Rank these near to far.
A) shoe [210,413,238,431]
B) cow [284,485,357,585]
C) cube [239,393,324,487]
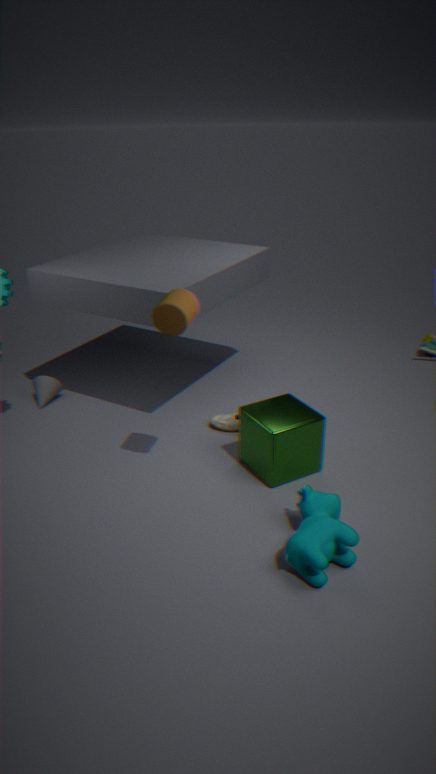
1. cow [284,485,357,585]
2. cube [239,393,324,487]
3. shoe [210,413,238,431]
